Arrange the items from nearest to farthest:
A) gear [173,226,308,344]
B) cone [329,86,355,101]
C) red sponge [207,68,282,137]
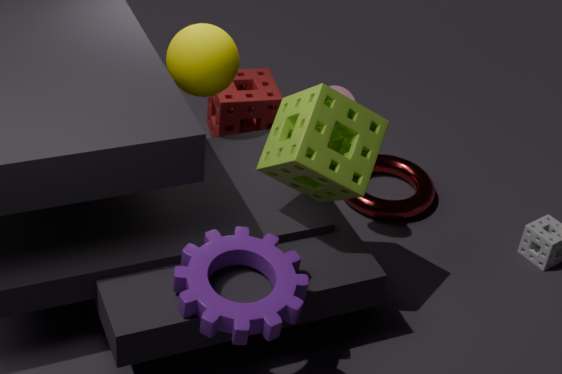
gear [173,226,308,344] < cone [329,86,355,101] < red sponge [207,68,282,137]
